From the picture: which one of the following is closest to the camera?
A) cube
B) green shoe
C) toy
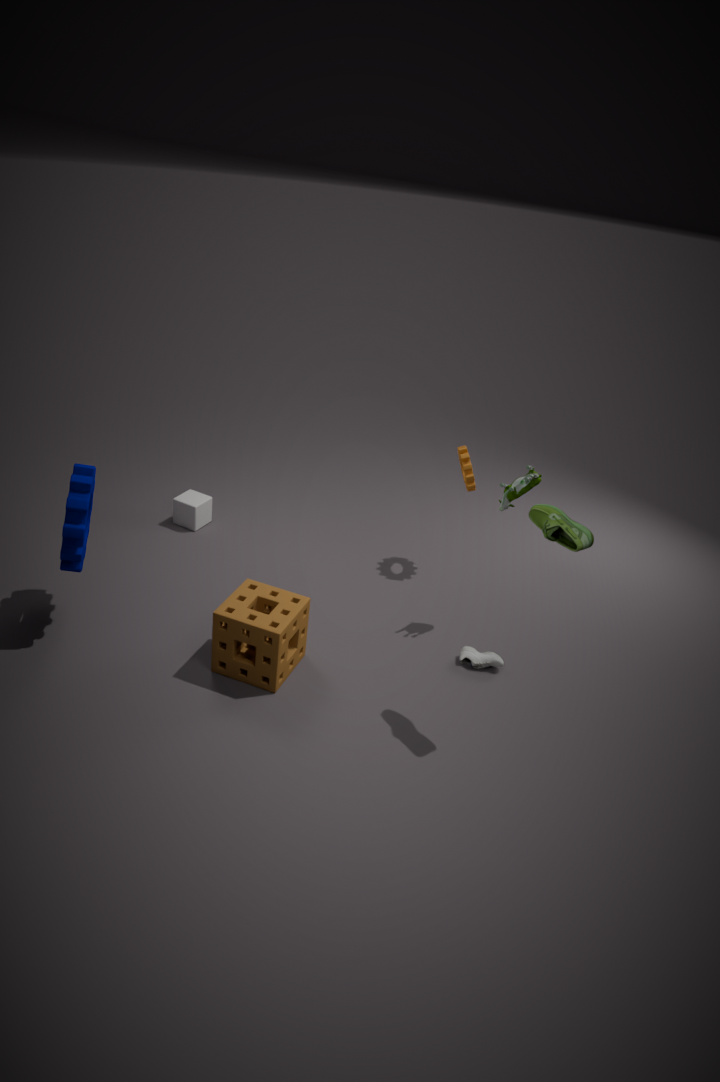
green shoe
